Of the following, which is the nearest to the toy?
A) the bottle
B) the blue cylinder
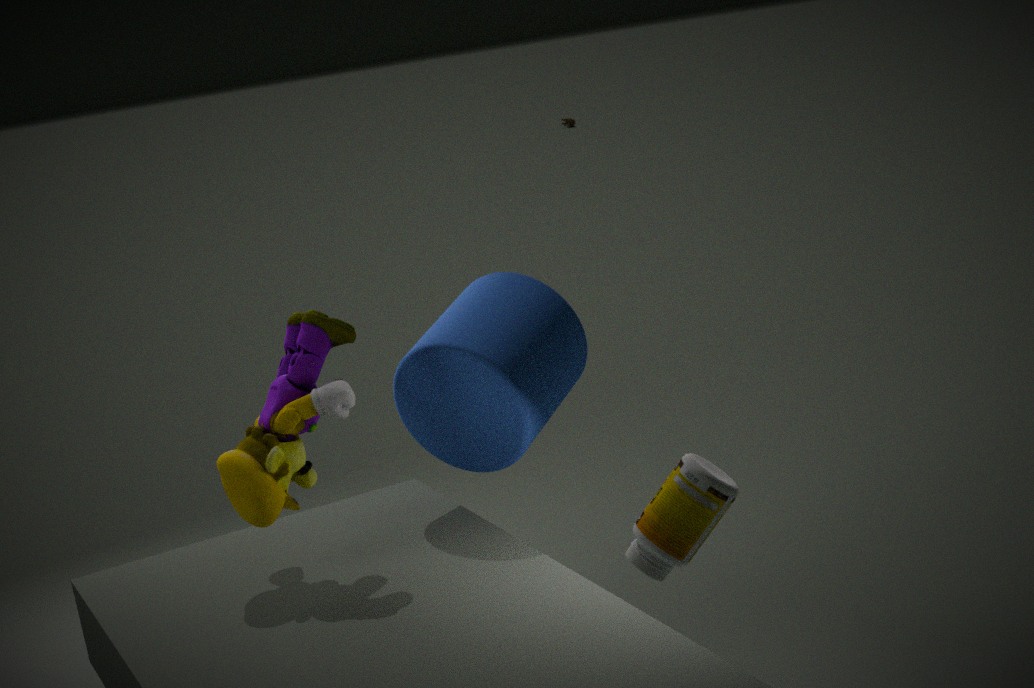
the blue cylinder
